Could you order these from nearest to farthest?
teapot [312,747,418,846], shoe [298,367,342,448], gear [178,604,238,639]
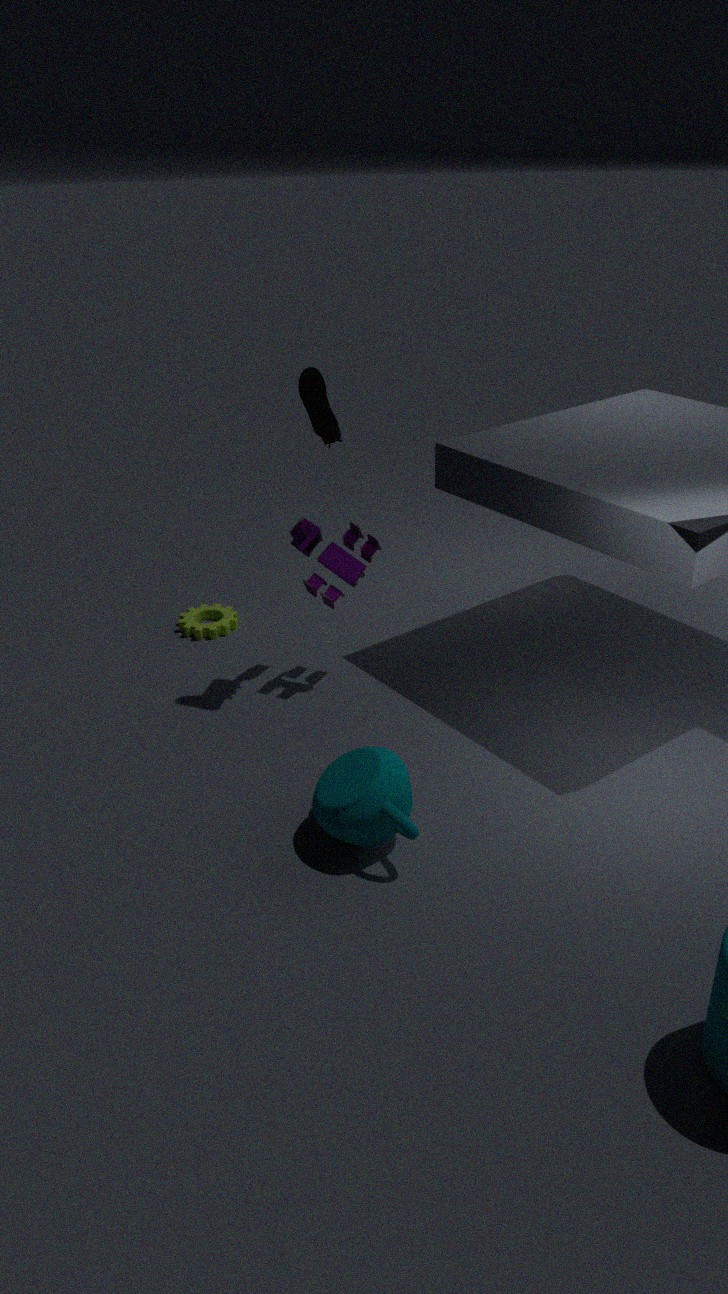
teapot [312,747,418,846], shoe [298,367,342,448], gear [178,604,238,639]
